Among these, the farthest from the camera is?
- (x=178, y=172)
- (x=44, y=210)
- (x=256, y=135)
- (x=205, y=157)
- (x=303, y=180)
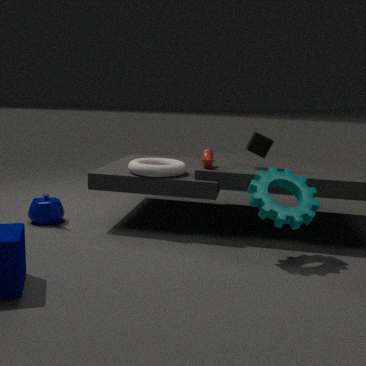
(x=44, y=210)
